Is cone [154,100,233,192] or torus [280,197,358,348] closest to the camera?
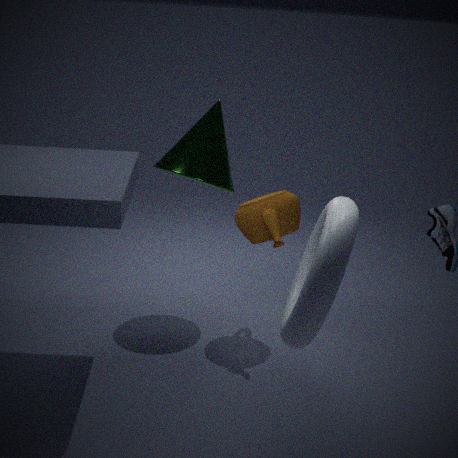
torus [280,197,358,348]
